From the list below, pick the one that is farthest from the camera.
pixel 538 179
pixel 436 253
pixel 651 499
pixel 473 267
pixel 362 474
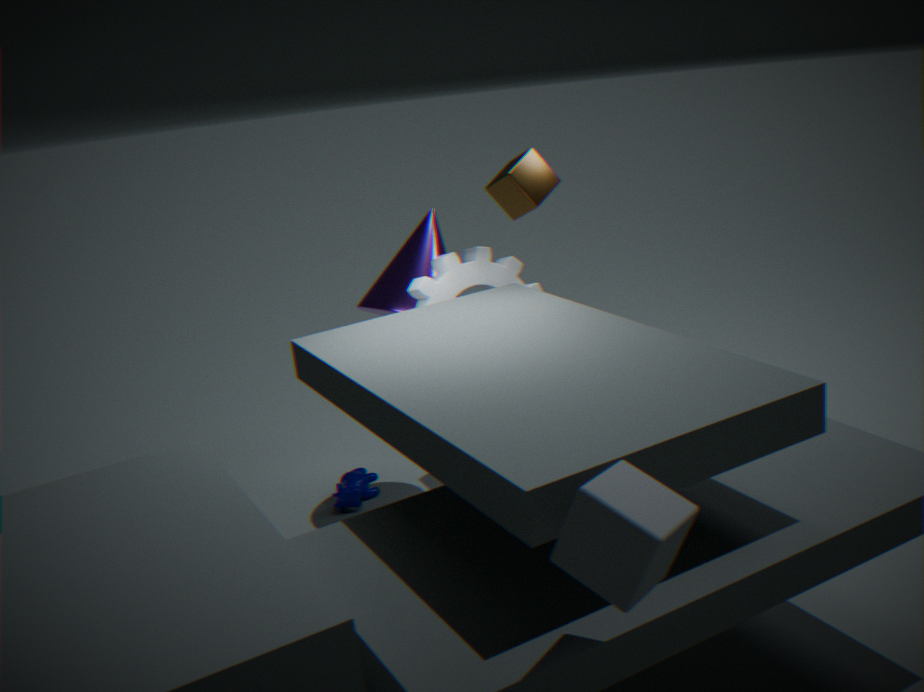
pixel 362 474
